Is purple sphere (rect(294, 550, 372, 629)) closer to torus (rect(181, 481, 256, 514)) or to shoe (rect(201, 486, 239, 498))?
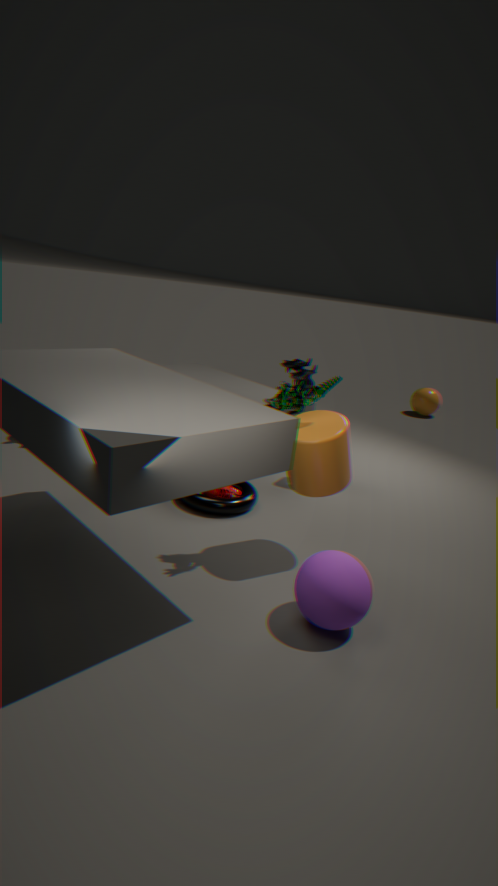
torus (rect(181, 481, 256, 514))
